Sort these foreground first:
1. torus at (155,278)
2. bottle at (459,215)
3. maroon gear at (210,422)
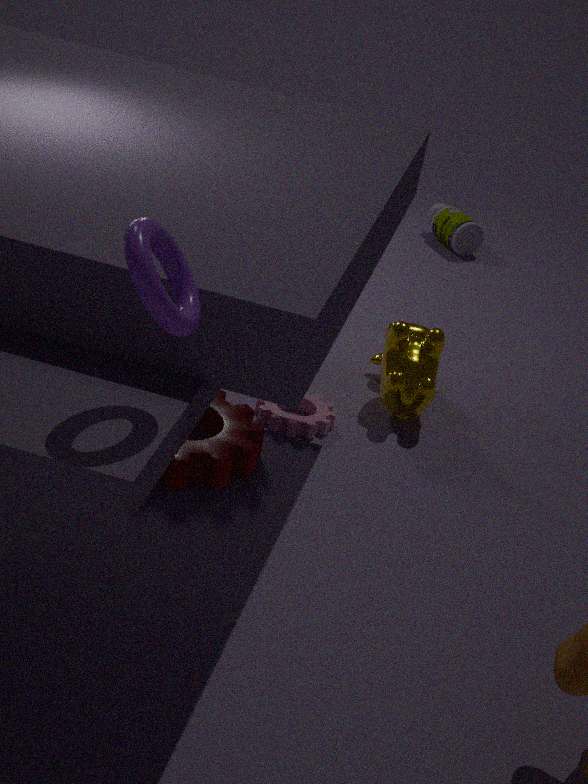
torus at (155,278)
maroon gear at (210,422)
bottle at (459,215)
